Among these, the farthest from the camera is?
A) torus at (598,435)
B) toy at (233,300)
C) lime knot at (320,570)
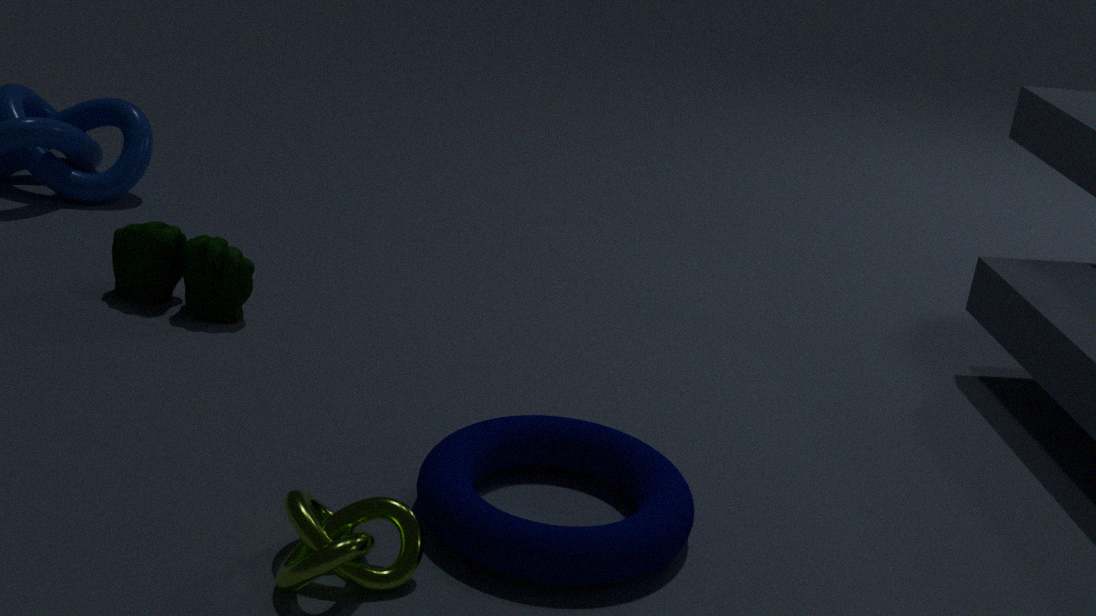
toy at (233,300)
